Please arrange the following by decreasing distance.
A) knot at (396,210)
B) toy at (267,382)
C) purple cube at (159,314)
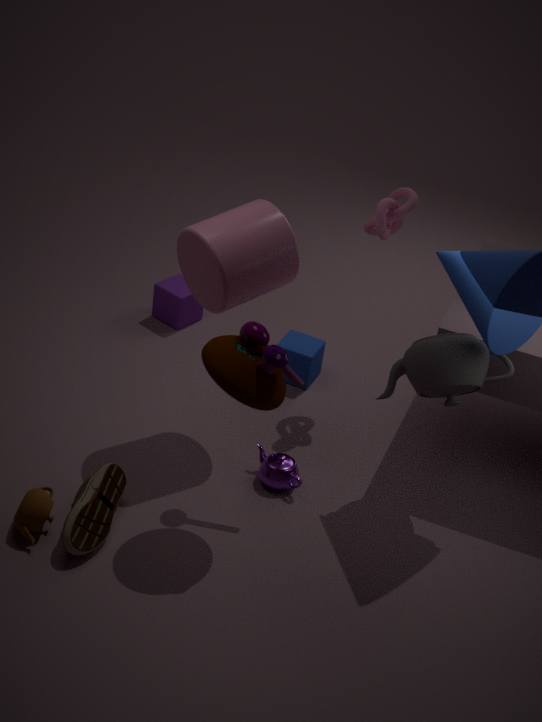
purple cube at (159,314)
knot at (396,210)
toy at (267,382)
